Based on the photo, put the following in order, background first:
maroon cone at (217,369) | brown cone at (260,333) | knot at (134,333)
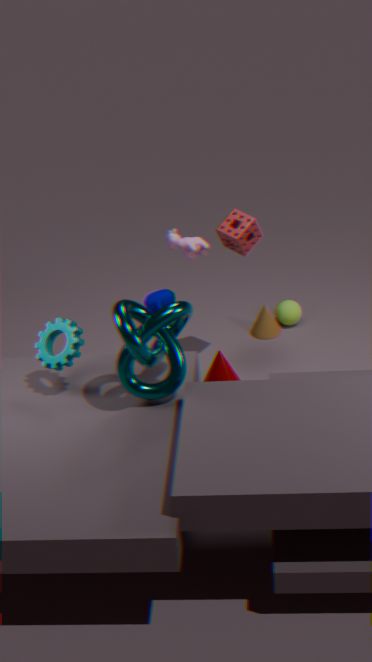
brown cone at (260,333), maroon cone at (217,369), knot at (134,333)
